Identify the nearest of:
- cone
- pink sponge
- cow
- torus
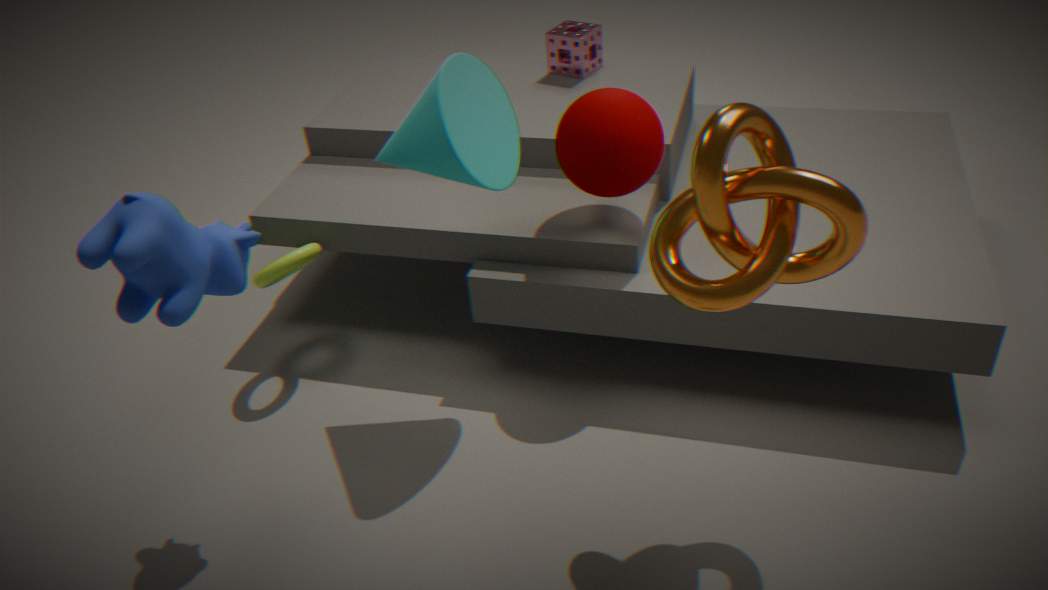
cow
